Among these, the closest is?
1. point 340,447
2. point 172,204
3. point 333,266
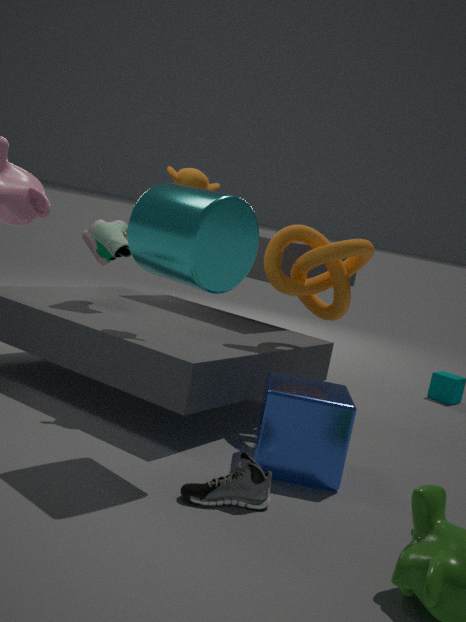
point 172,204
